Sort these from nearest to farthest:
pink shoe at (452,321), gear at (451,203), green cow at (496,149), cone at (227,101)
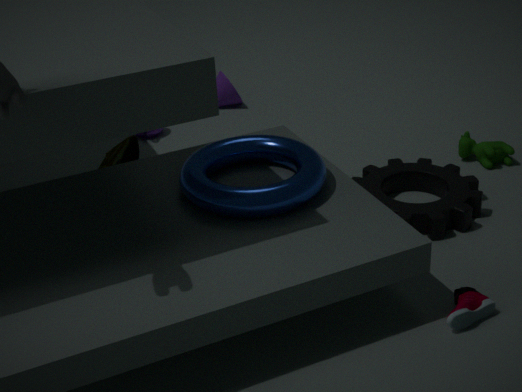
pink shoe at (452,321) → gear at (451,203) → green cow at (496,149) → cone at (227,101)
